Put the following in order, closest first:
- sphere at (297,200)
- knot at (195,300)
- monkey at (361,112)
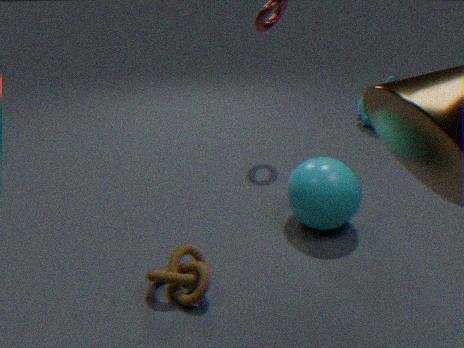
knot at (195,300)
sphere at (297,200)
monkey at (361,112)
